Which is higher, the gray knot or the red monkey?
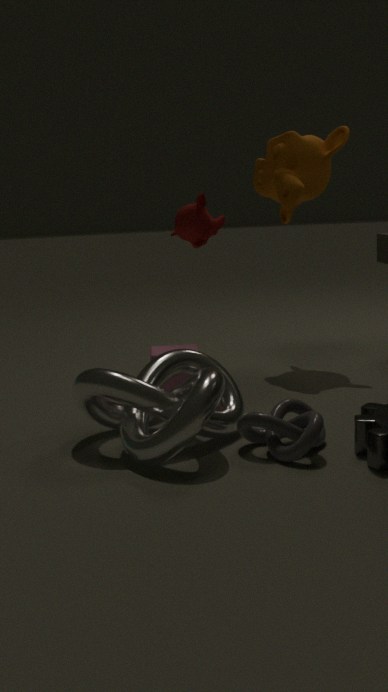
the red monkey
